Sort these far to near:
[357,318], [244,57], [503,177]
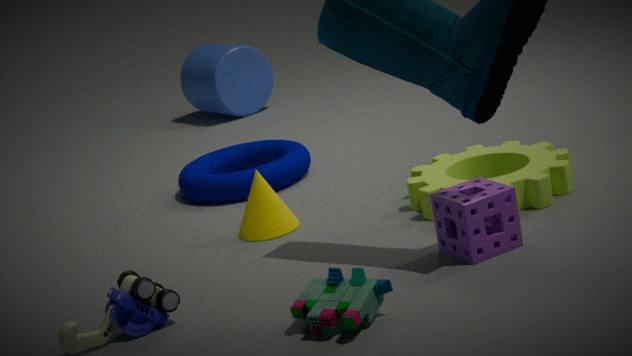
[244,57]
[503,177]
[357,318]
